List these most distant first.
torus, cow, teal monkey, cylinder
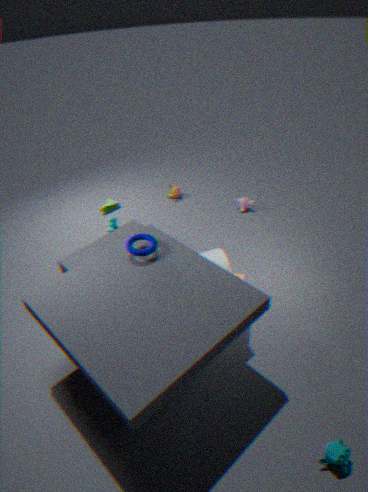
cow < cylinder < torus < teal monkey
